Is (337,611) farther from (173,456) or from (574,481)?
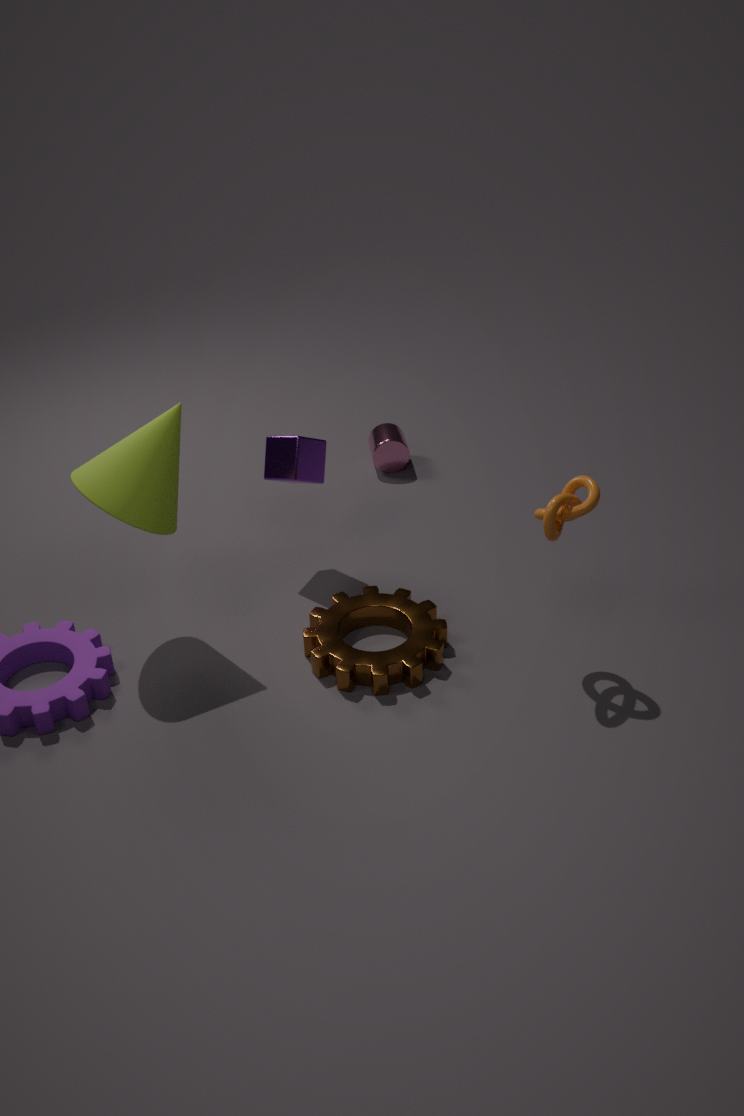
(173,456)
